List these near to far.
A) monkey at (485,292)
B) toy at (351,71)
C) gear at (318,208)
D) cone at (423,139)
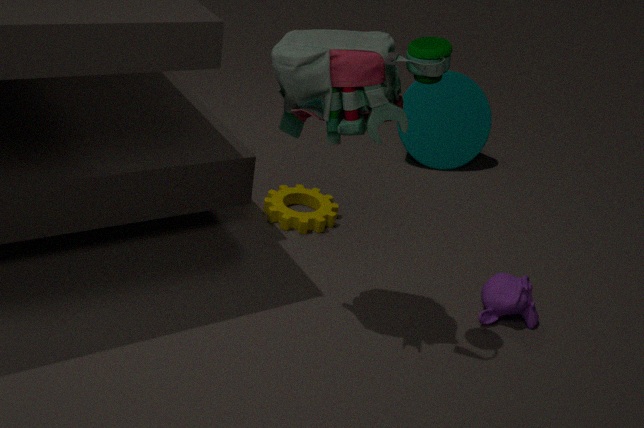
toy at (351,71), monkey at (485,292), gear at (318,208), cone at (423,139)
